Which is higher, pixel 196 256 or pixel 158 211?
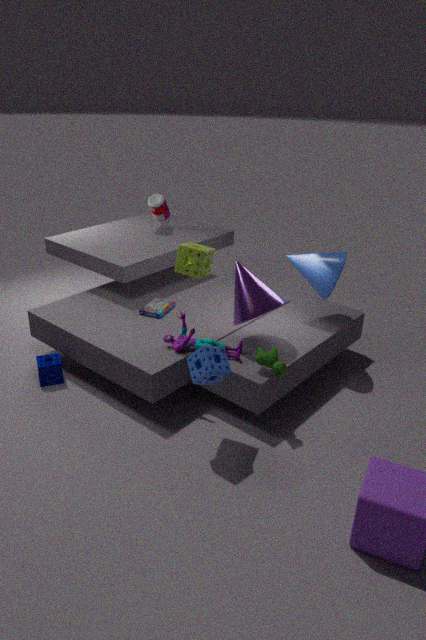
pixel 196 256
